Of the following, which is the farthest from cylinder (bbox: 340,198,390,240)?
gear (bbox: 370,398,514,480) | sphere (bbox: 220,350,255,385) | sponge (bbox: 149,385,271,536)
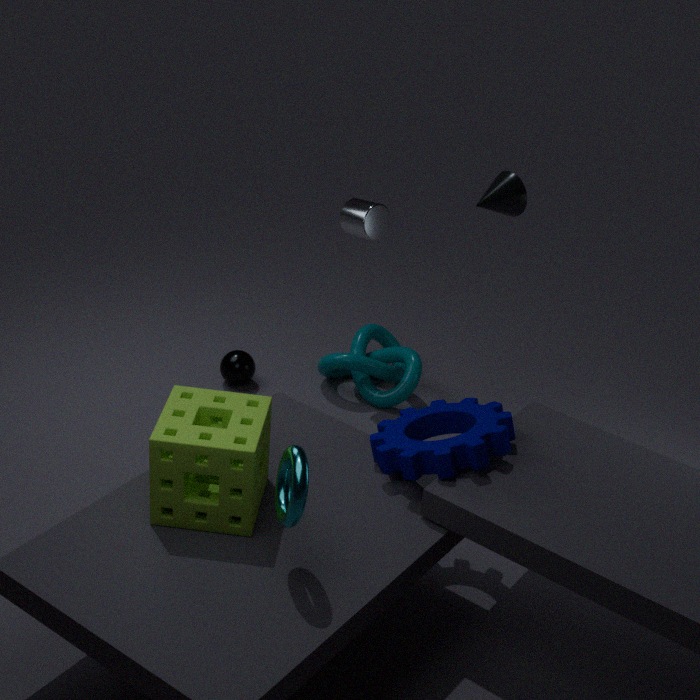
sponge (bbox: 149,385,271,536)
